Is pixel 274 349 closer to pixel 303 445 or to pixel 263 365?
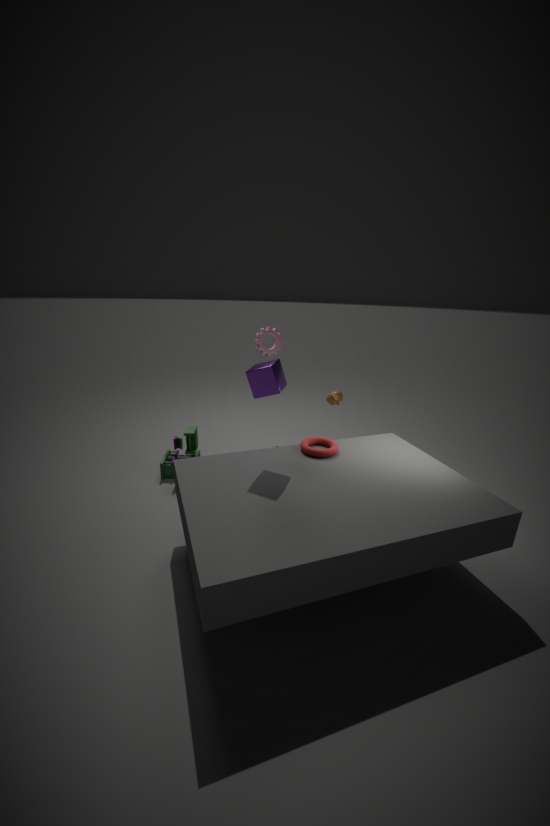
pixel 263 365
